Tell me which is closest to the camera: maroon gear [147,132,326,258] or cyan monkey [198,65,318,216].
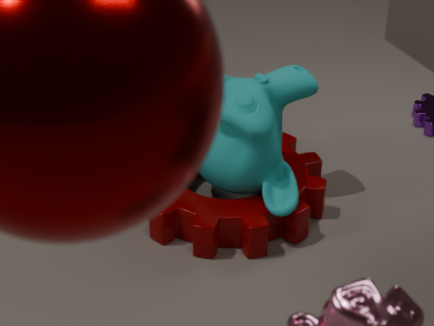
cyan monkey [198,65,318,216]
